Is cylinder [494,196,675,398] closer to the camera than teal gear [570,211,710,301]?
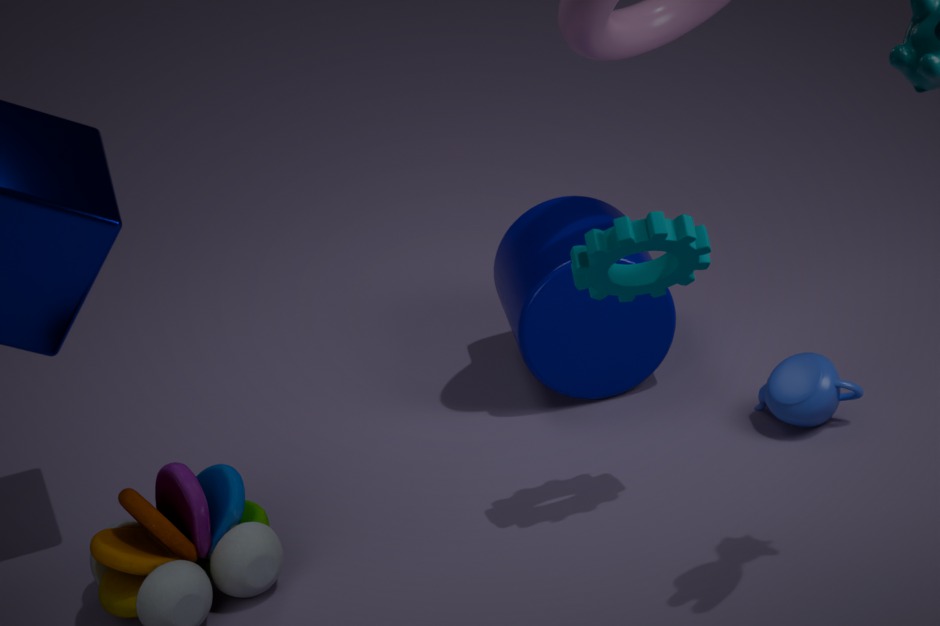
No
